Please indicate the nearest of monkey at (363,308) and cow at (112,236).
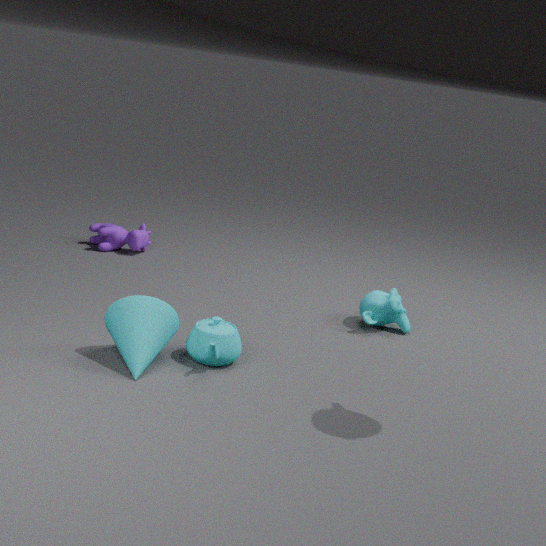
monkey at (363,308)
